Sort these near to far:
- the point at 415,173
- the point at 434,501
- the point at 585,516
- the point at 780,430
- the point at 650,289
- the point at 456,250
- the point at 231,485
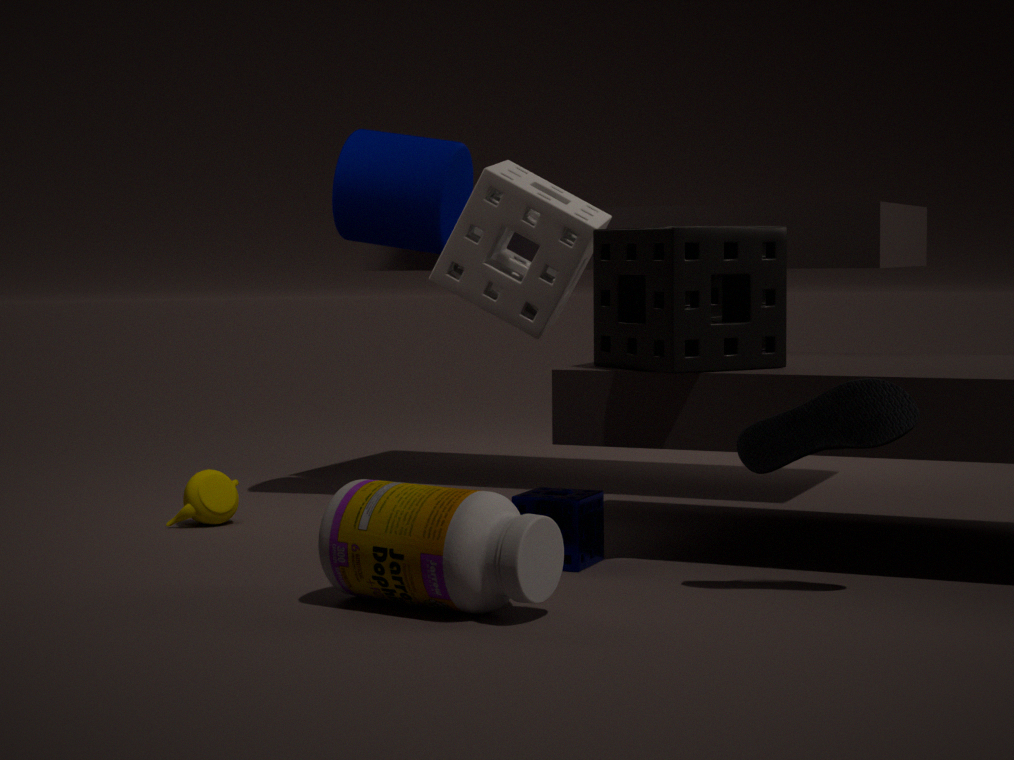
the point at 434,501, the point at 780,430, the point at 585,516, the point at 650,289, the point at 456,250, the point at 231,485, the point at 415,173
